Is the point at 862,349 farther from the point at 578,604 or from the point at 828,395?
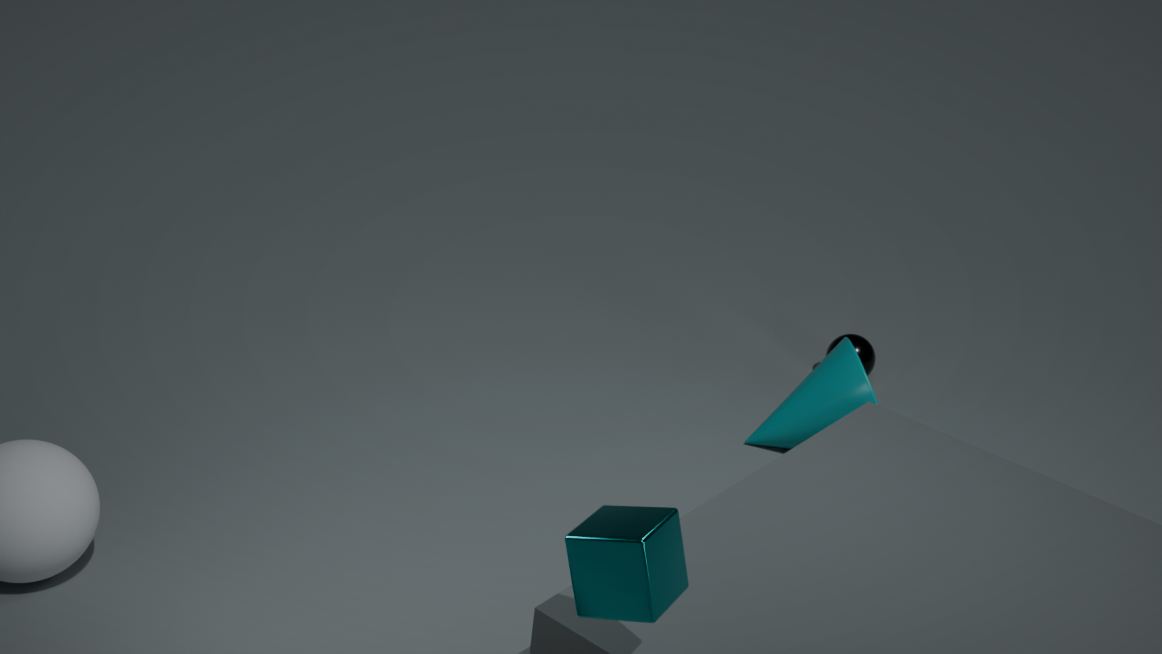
the point at 578,604
